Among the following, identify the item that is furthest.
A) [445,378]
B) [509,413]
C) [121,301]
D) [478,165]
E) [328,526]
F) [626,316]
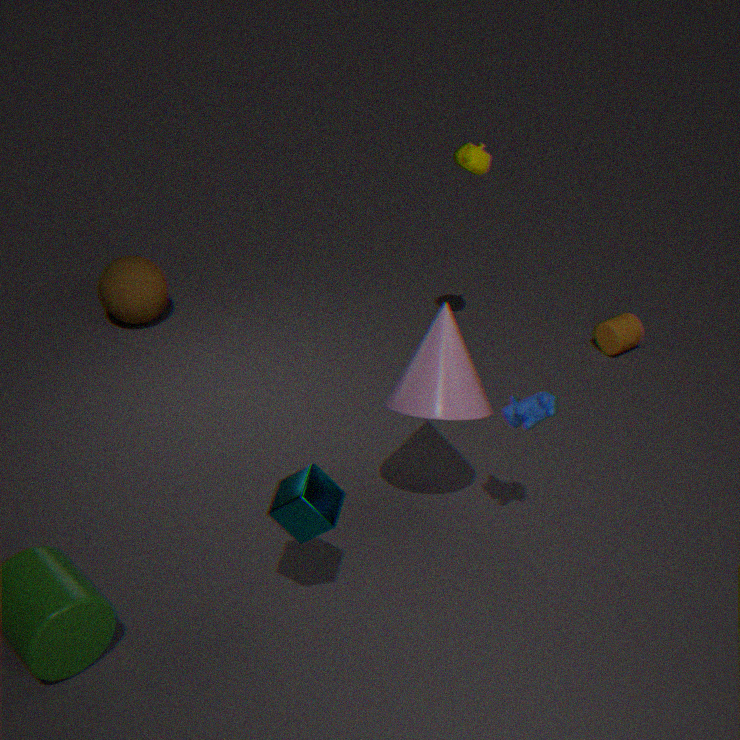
[626,316]
